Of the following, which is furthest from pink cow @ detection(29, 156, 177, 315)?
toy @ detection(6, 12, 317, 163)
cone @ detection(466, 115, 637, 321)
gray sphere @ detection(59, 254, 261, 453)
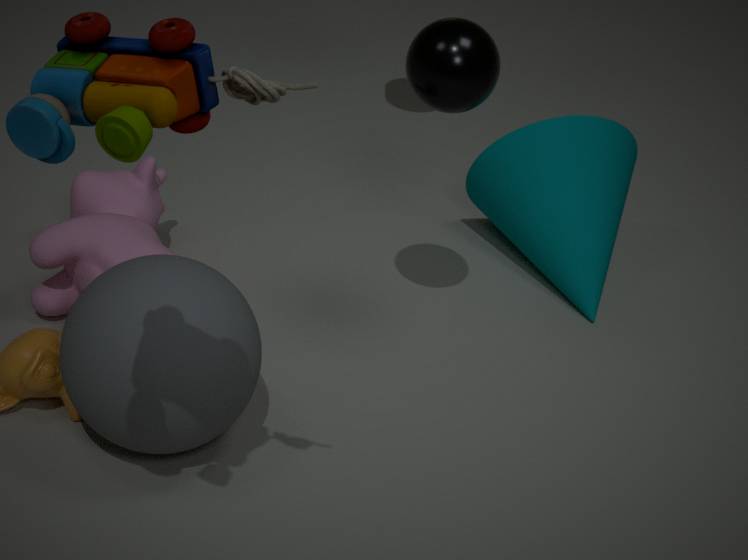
toy @ detection(6, 12, 317, 163)
